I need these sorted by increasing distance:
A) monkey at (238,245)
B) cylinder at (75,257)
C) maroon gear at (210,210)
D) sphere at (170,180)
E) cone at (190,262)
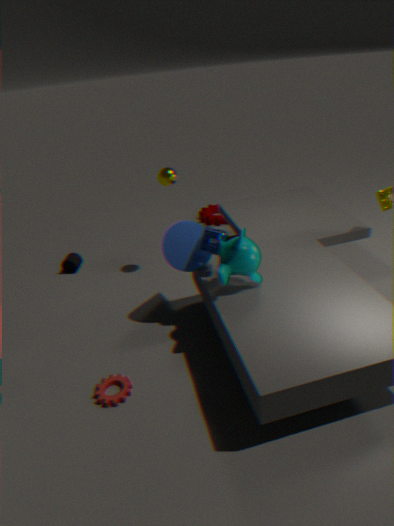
1. monkey at (238,245)
2. cone at (190,262)
3. sphere at (170,180)
4. cylinder at (75,257)
5. maroon gear at (210,210)
